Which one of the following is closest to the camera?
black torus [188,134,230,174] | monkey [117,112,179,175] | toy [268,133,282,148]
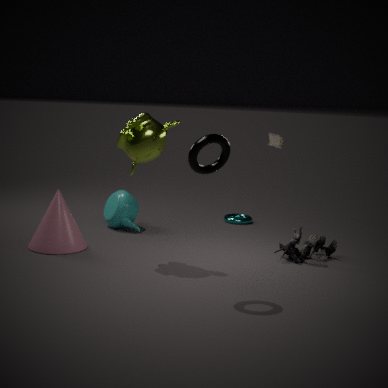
black torus [188,134,230,174]
